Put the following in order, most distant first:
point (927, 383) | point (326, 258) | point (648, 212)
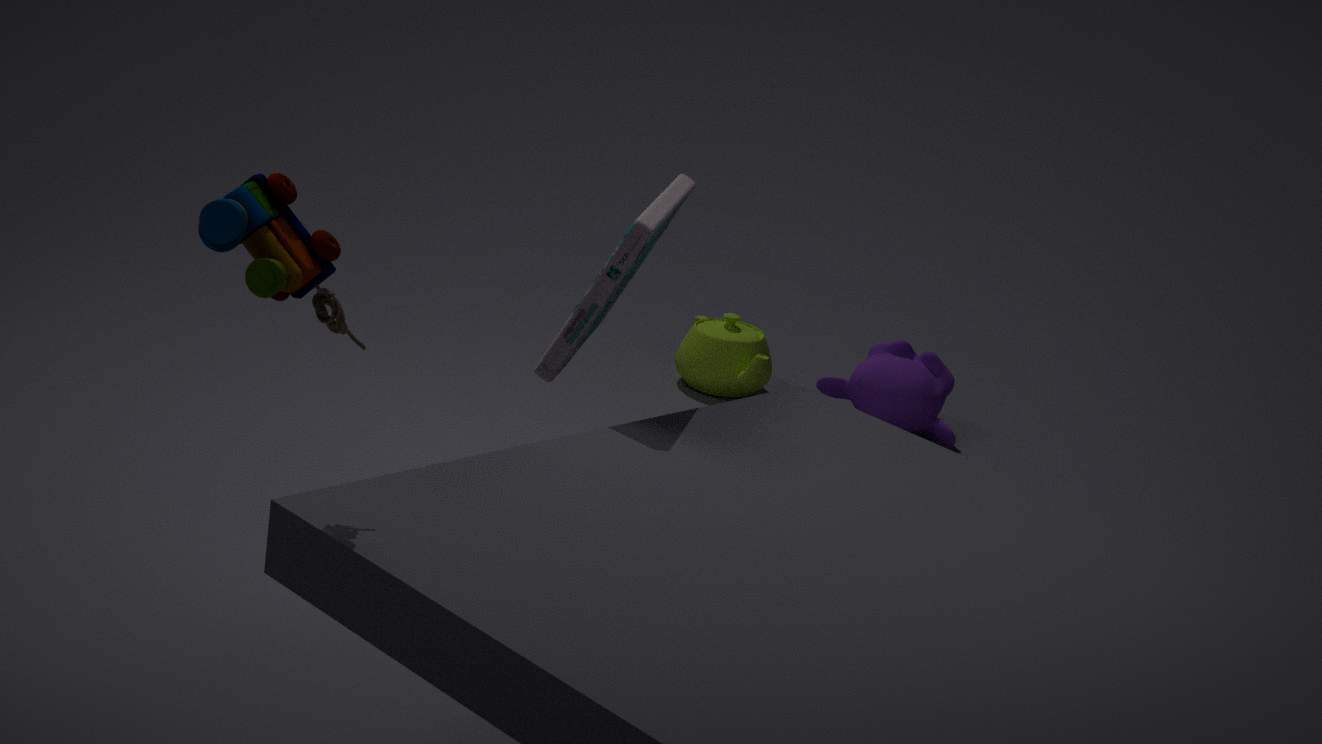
point (927, 383)
point (648, 212)
point (326, 258)
